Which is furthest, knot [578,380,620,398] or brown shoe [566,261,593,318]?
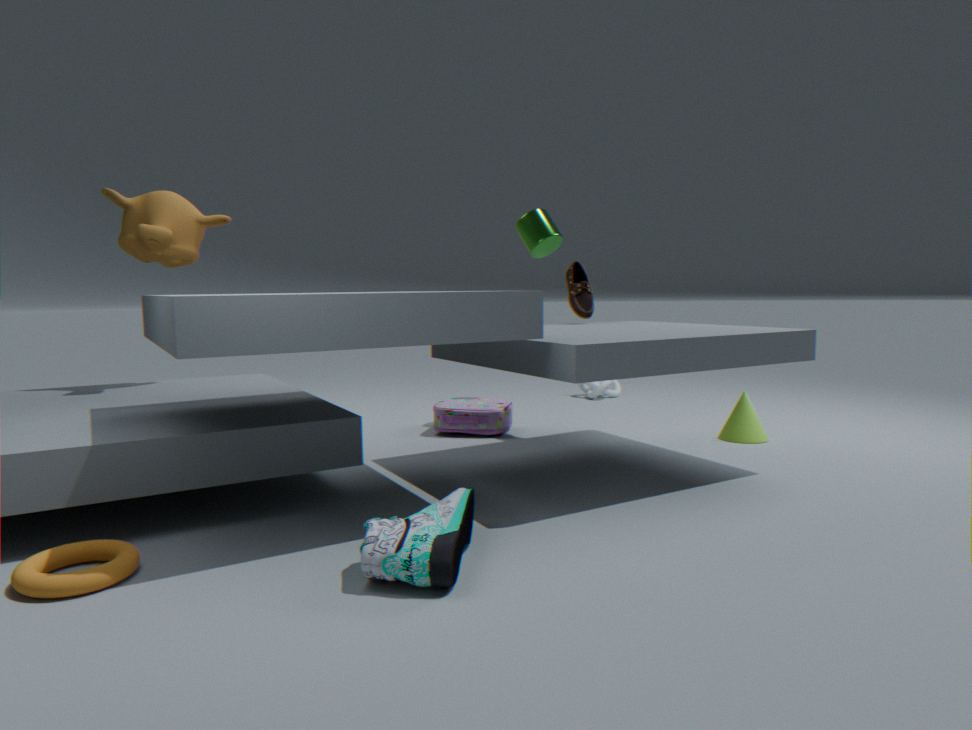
knot [578,380,620,398]
